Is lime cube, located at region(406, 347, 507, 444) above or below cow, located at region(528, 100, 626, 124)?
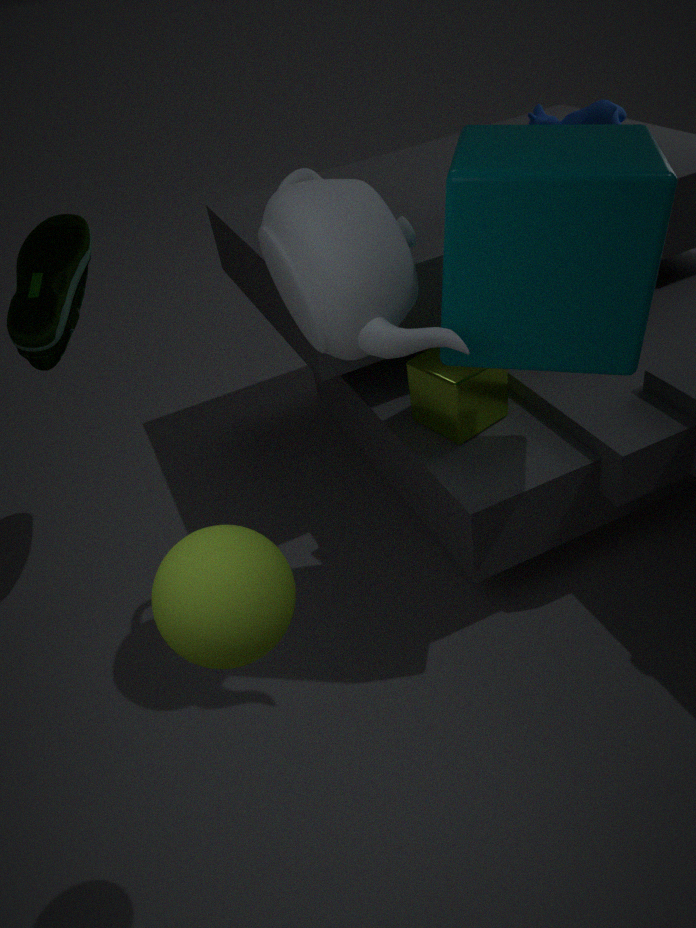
below
